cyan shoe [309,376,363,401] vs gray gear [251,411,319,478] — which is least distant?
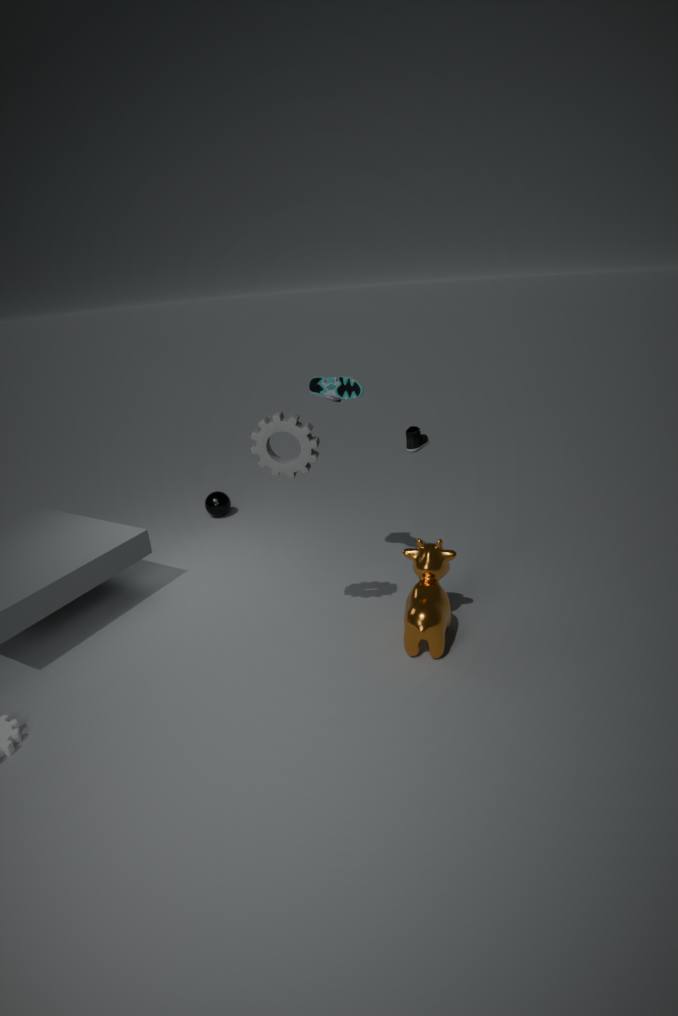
gray gear [251,411,319,478]
